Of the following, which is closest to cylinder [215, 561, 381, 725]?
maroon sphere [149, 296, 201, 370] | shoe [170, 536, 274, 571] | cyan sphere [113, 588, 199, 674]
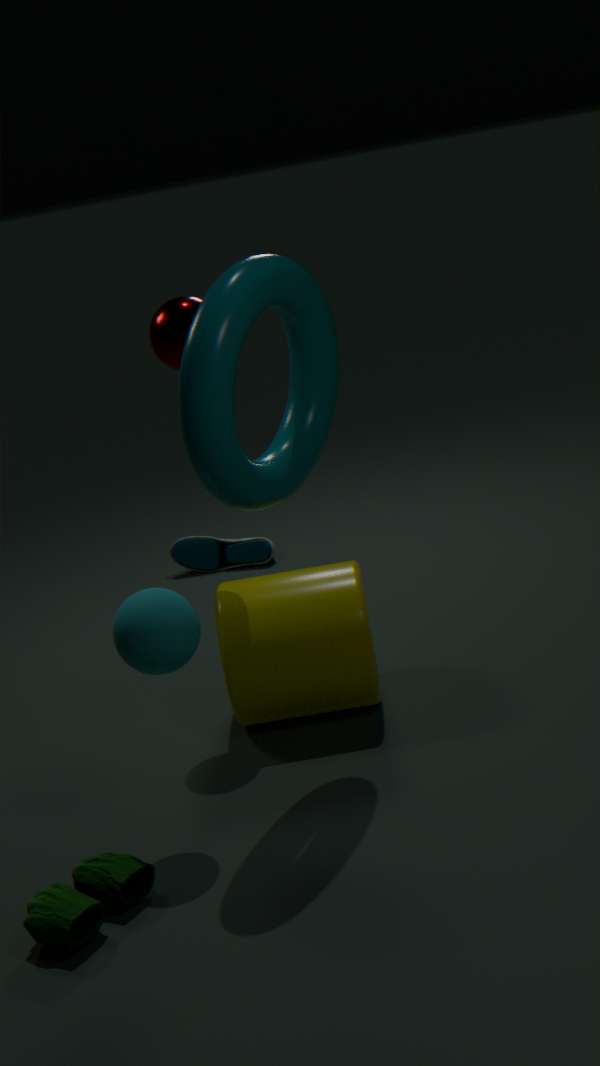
cyan sphere [113, 588, 199, 674]
